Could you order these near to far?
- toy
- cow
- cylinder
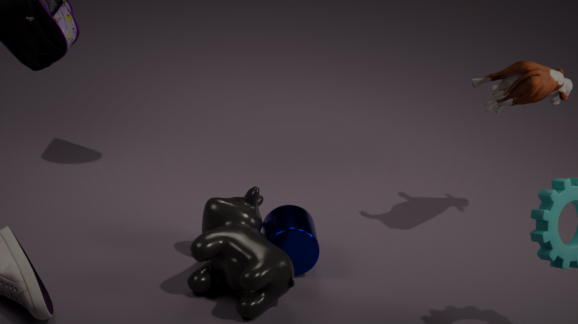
cow < cylinder < toy
